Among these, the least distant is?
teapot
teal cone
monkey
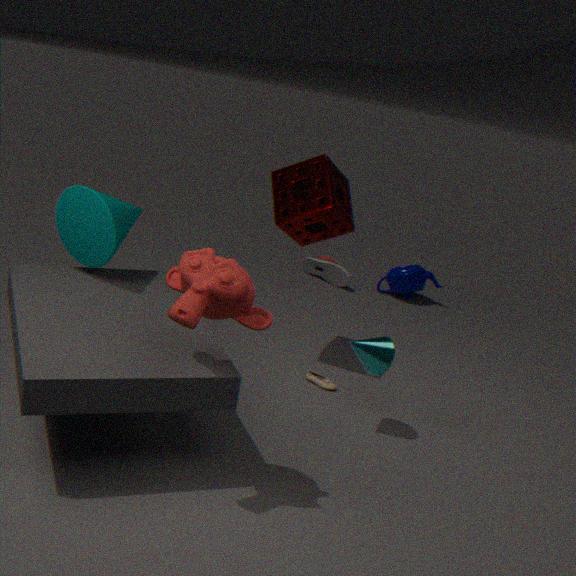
monkey
